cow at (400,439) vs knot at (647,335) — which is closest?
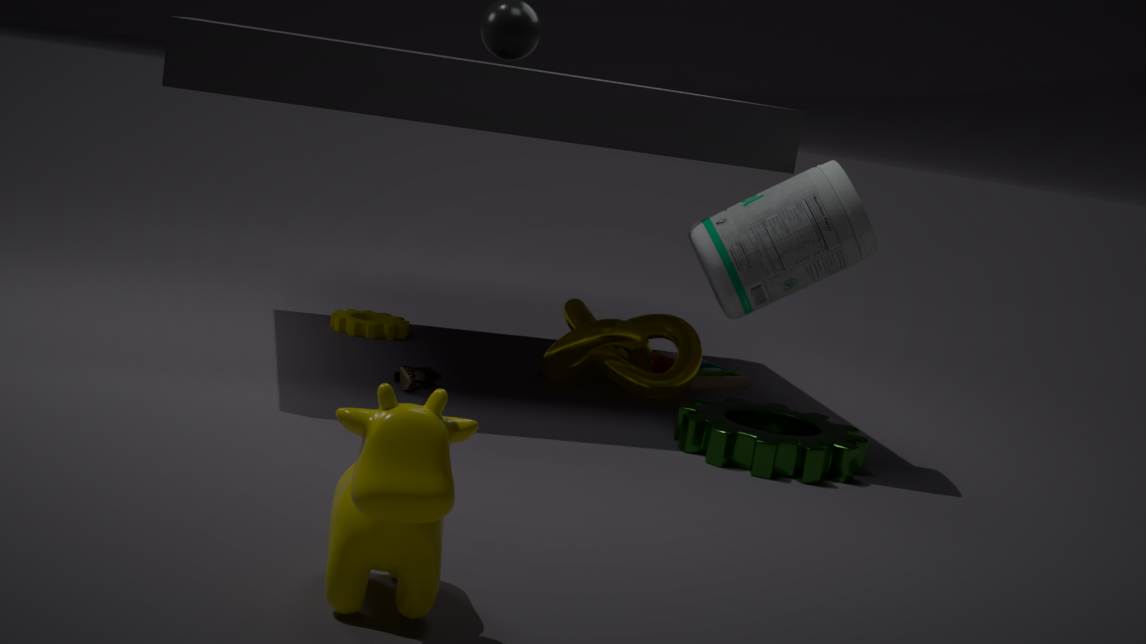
cow at (400,439)
